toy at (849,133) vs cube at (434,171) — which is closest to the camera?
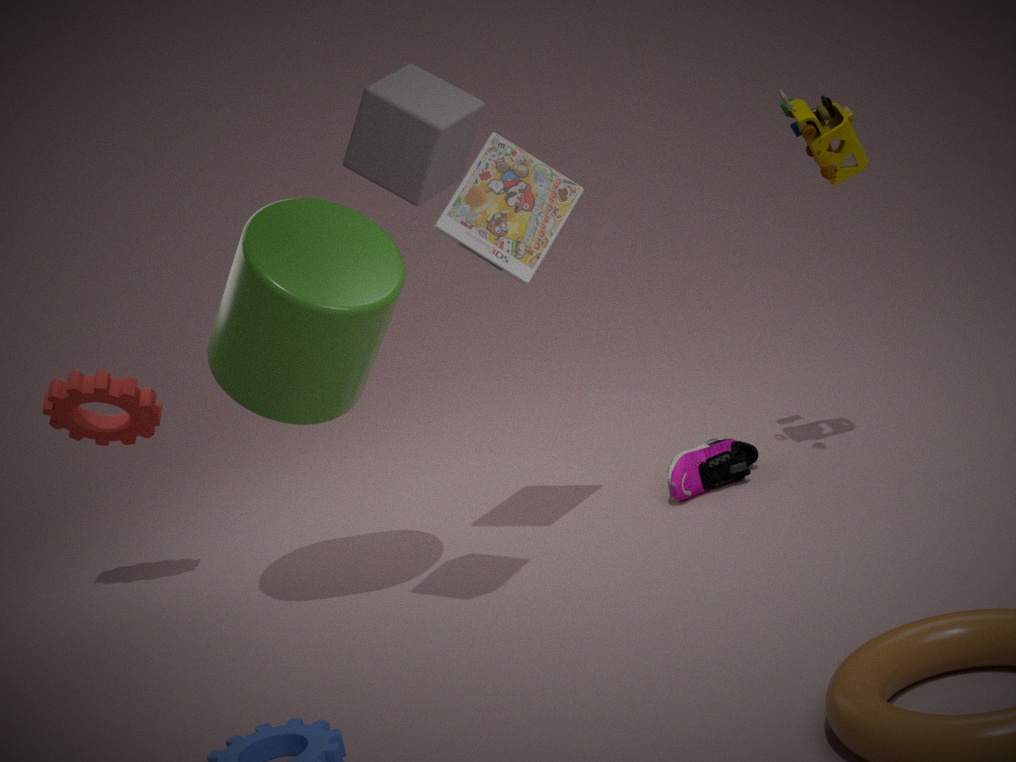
cube at (434,171)
